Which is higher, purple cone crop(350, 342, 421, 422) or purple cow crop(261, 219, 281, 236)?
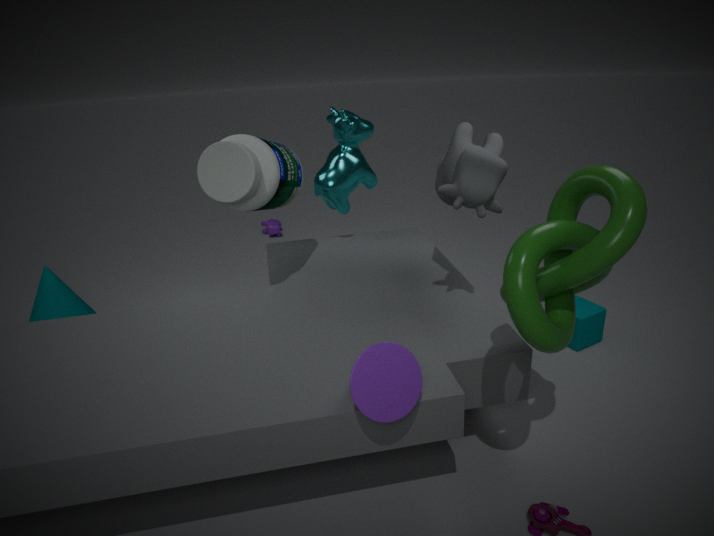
purple cone crop(350, 342, 421, 422)
